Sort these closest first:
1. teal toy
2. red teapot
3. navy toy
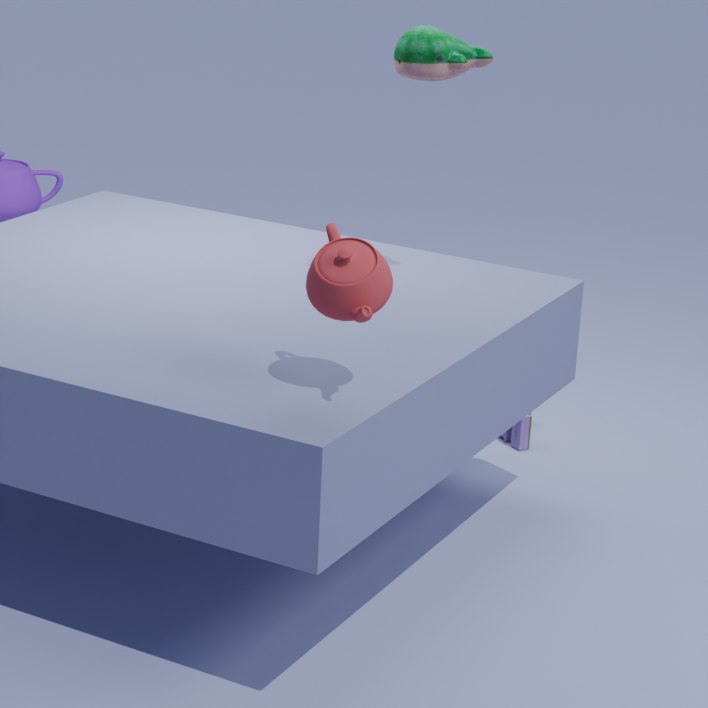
red teapot < teal toy < navy toy
